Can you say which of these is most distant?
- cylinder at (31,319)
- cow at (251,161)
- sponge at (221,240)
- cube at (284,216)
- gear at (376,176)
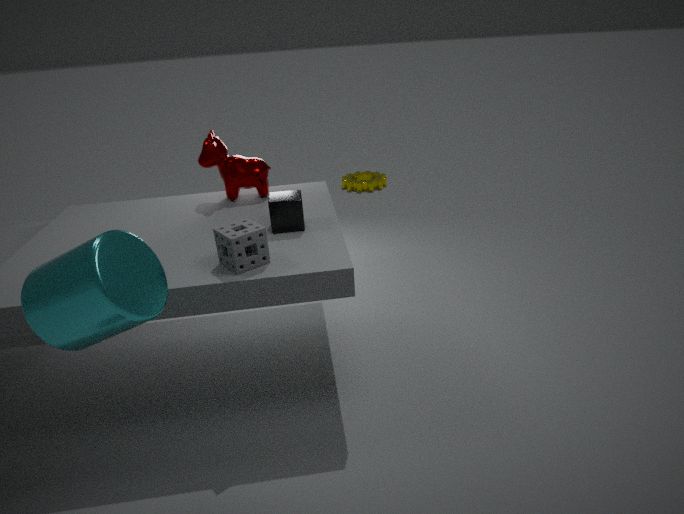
gear at (376,176)
